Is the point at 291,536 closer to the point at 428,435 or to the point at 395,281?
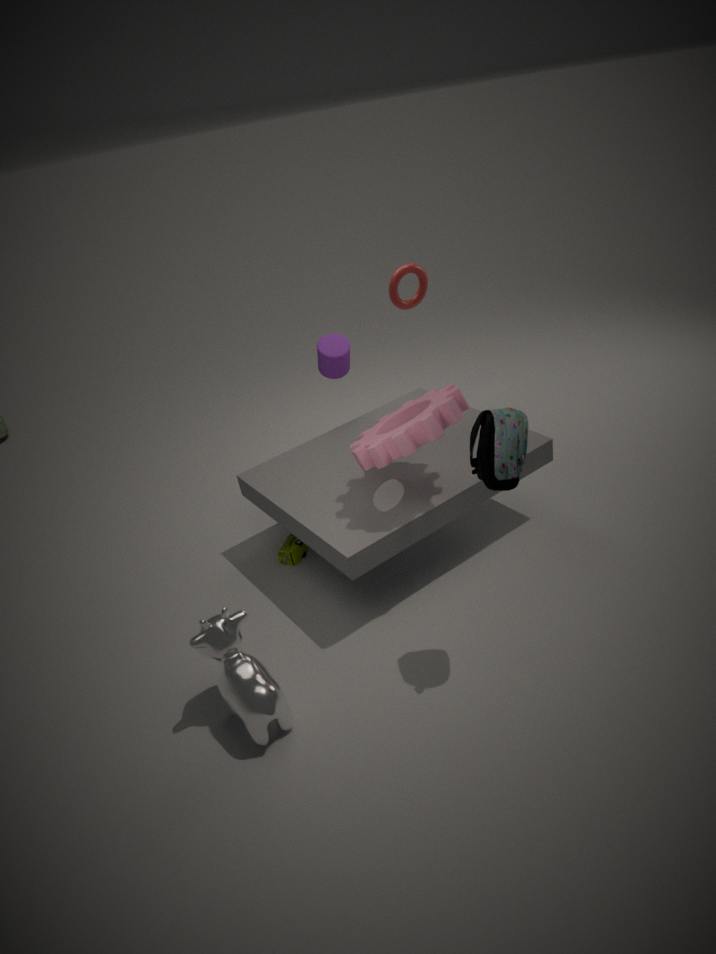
the point at 428,435
